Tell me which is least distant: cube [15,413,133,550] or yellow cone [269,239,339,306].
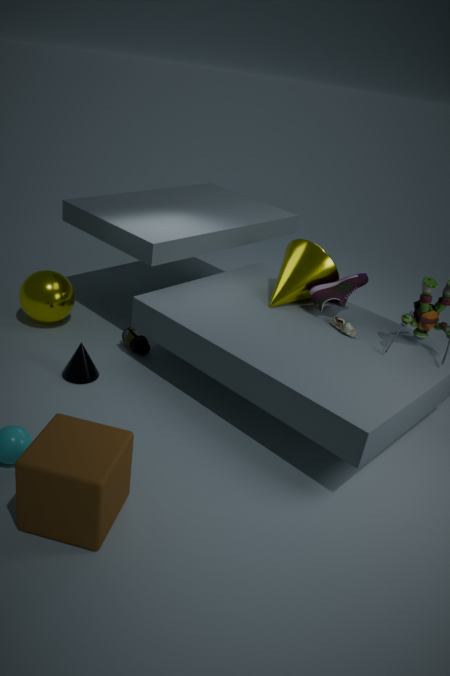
cube [15,413,133,550]
